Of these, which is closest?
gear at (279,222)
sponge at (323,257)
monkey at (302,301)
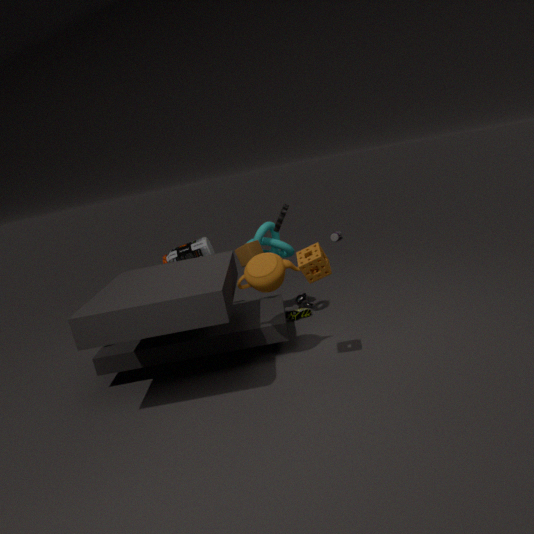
sponge at (323,257)
